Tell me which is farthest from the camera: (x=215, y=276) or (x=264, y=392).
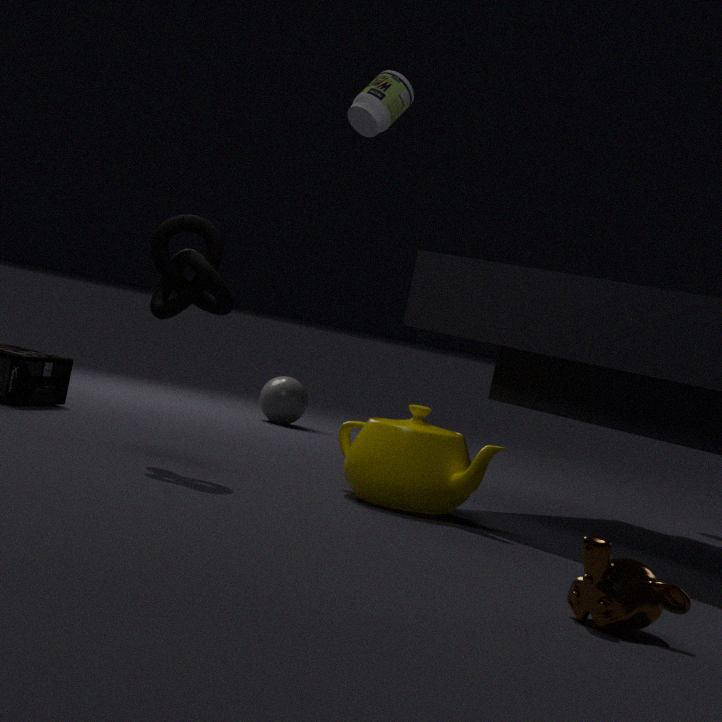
(x=264, y=392)
